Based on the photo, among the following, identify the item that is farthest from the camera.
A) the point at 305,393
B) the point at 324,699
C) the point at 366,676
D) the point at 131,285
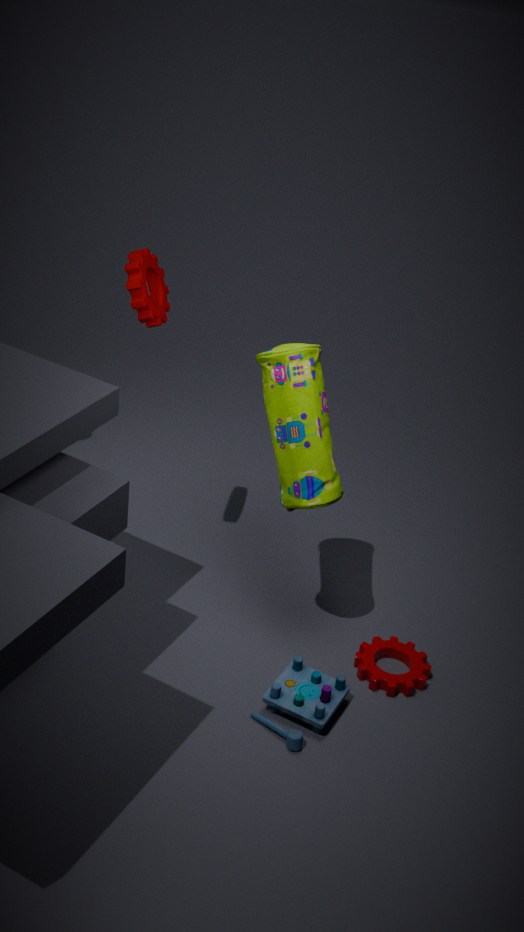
the point at 366,676
